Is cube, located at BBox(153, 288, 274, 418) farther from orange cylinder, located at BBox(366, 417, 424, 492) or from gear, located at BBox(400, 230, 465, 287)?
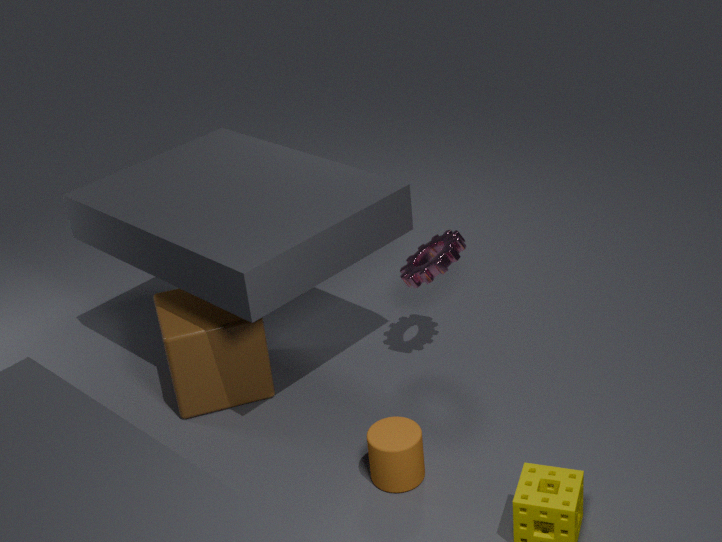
orange cylinder, located at BBox(366, 417, 424, 492)
